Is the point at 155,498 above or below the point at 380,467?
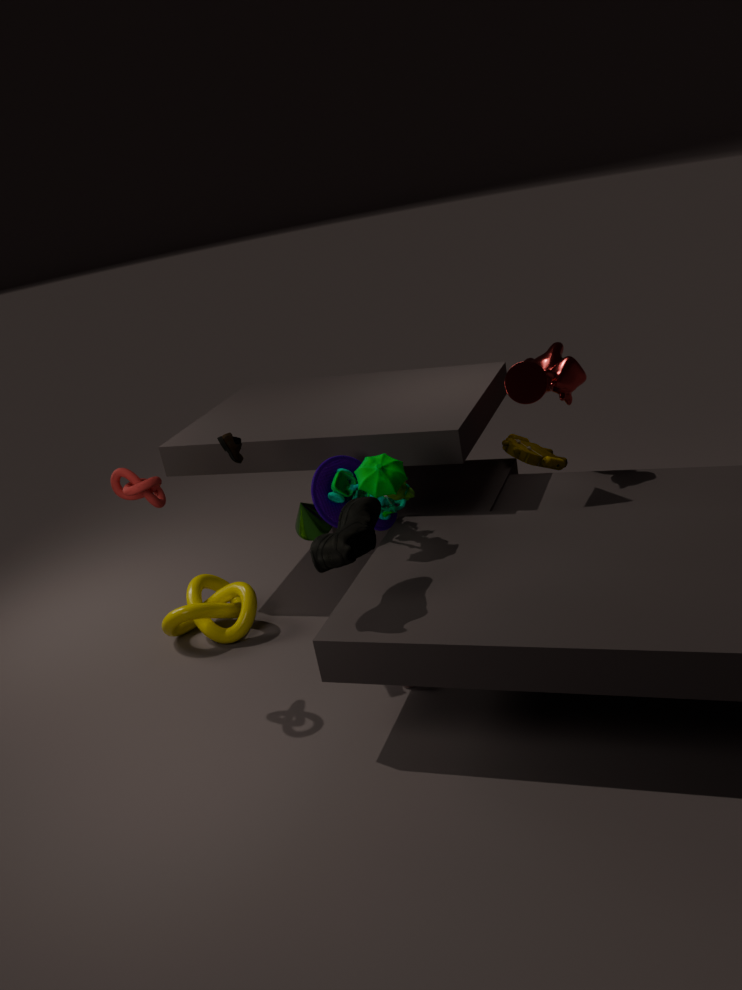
above
